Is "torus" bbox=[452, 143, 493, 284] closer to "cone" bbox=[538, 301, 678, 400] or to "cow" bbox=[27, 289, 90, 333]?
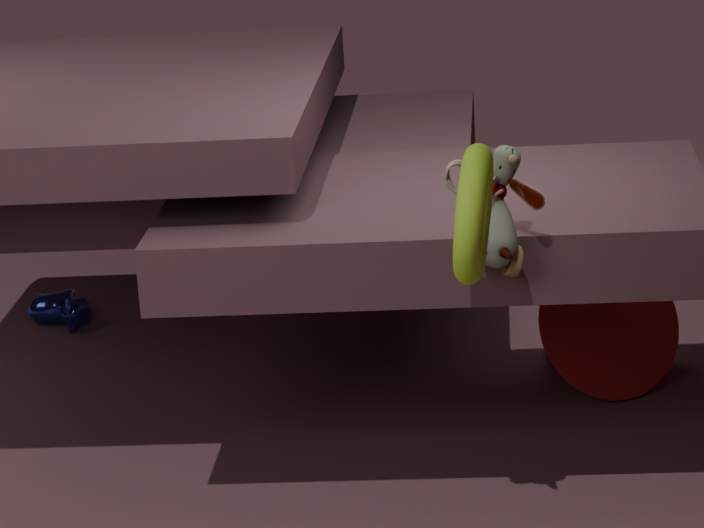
"cone" bbox=[538, 301, 678, 400]
